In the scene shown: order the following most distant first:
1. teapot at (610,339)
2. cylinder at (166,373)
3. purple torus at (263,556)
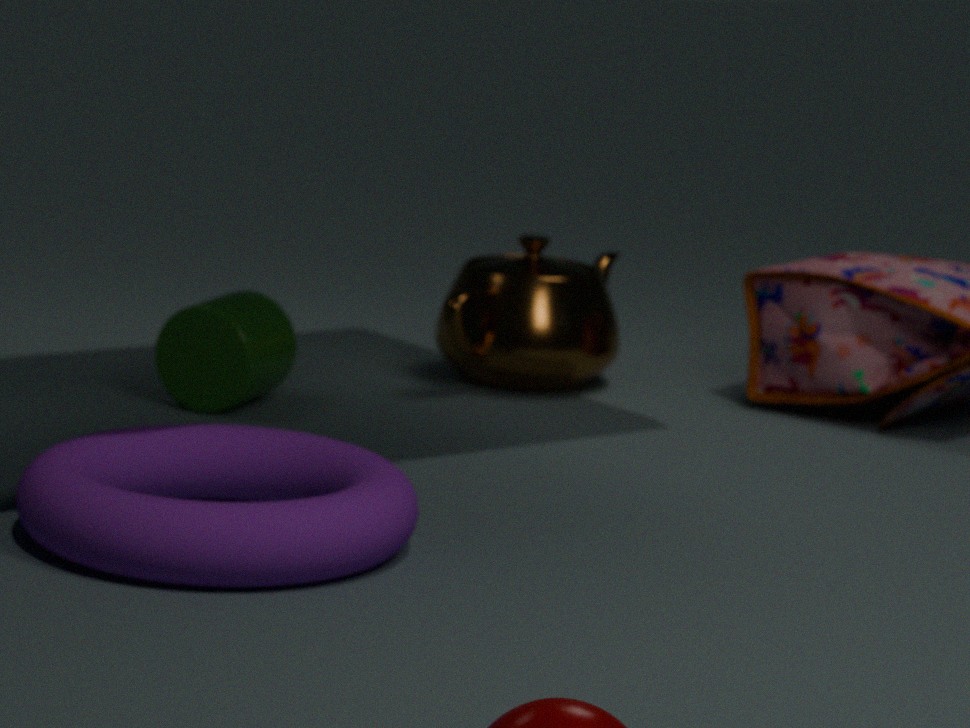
1. teapot at (610,339)
2. cylinder at (166,373)
3. purple torus at (263,556)
